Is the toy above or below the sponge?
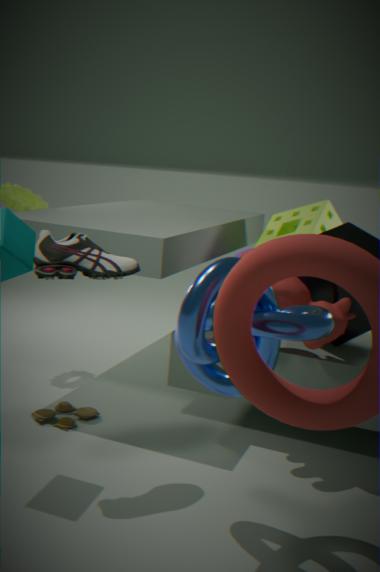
below
